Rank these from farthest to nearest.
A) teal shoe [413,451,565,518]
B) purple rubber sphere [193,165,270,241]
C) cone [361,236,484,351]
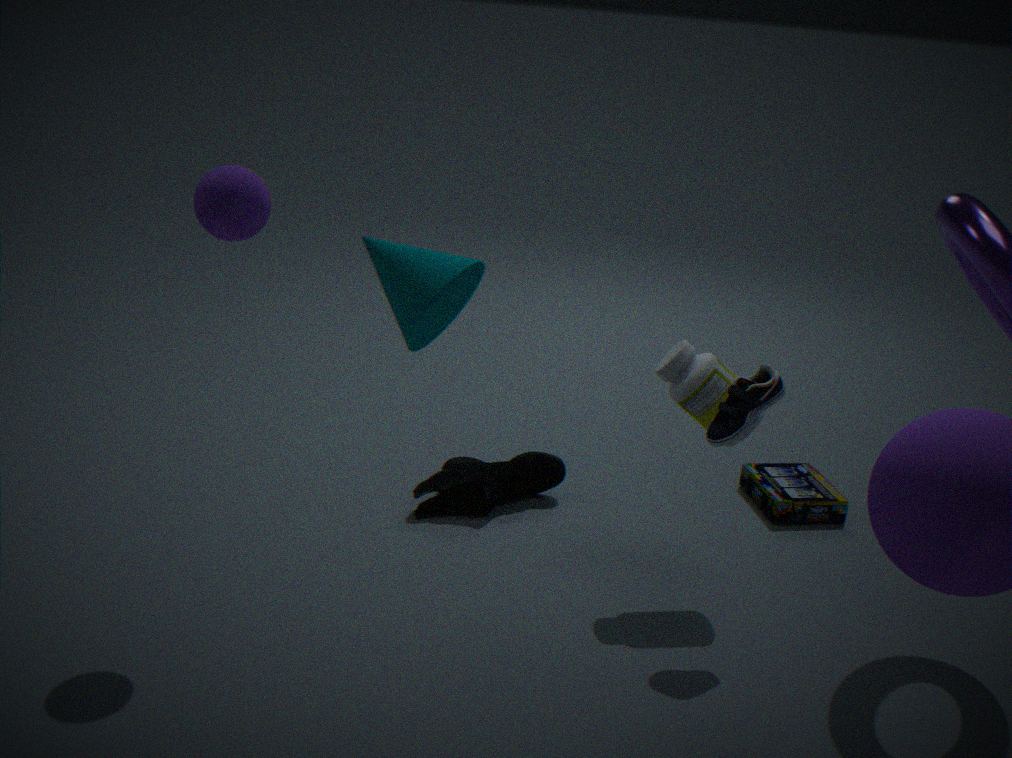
1. teal shoe [413,451,565,518]
2. purple rubber sphere [193,165,270,241]
3. cone [361,236,484,351]
